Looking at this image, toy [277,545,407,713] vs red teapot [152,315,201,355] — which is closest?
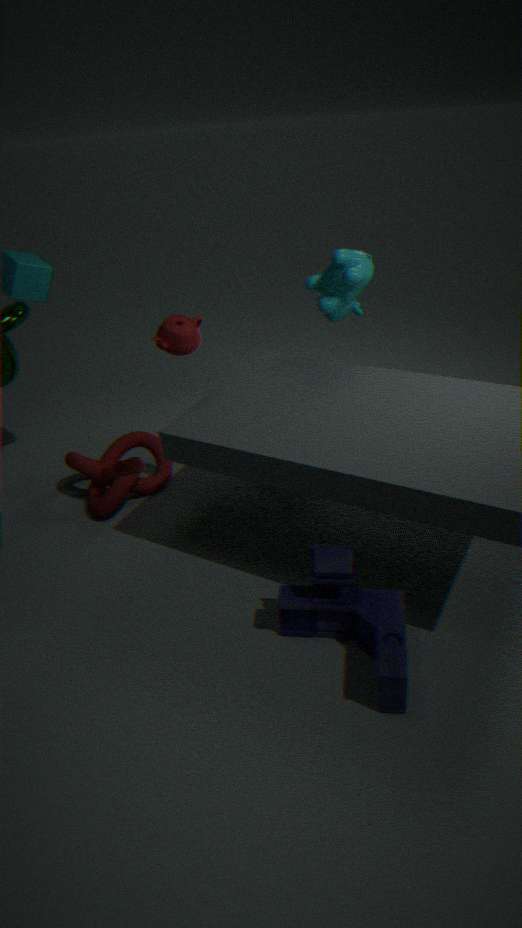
toy [277,545,407,713]
